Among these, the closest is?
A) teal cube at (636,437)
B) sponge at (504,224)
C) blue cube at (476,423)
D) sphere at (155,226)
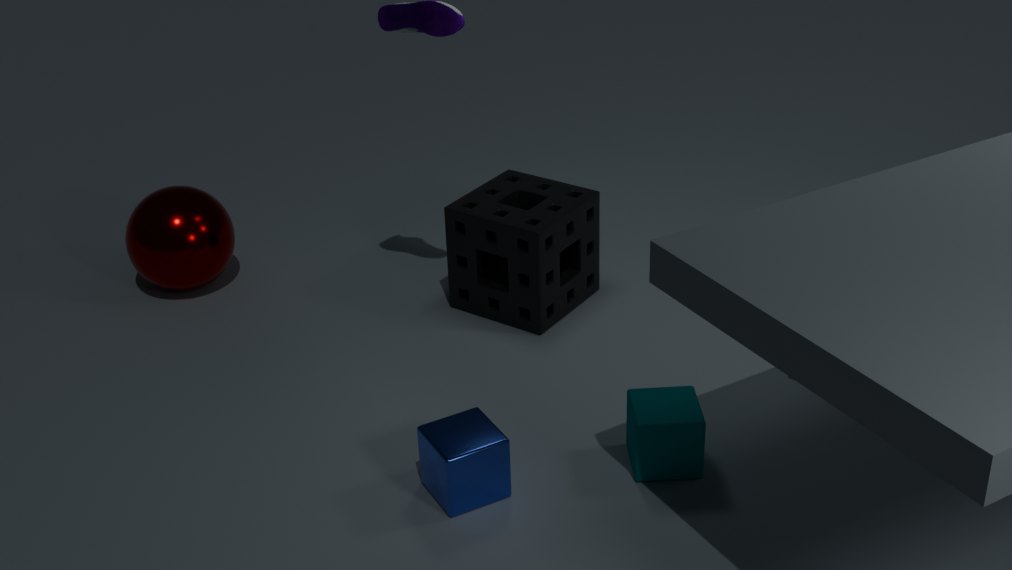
blue cube at (476,423)
